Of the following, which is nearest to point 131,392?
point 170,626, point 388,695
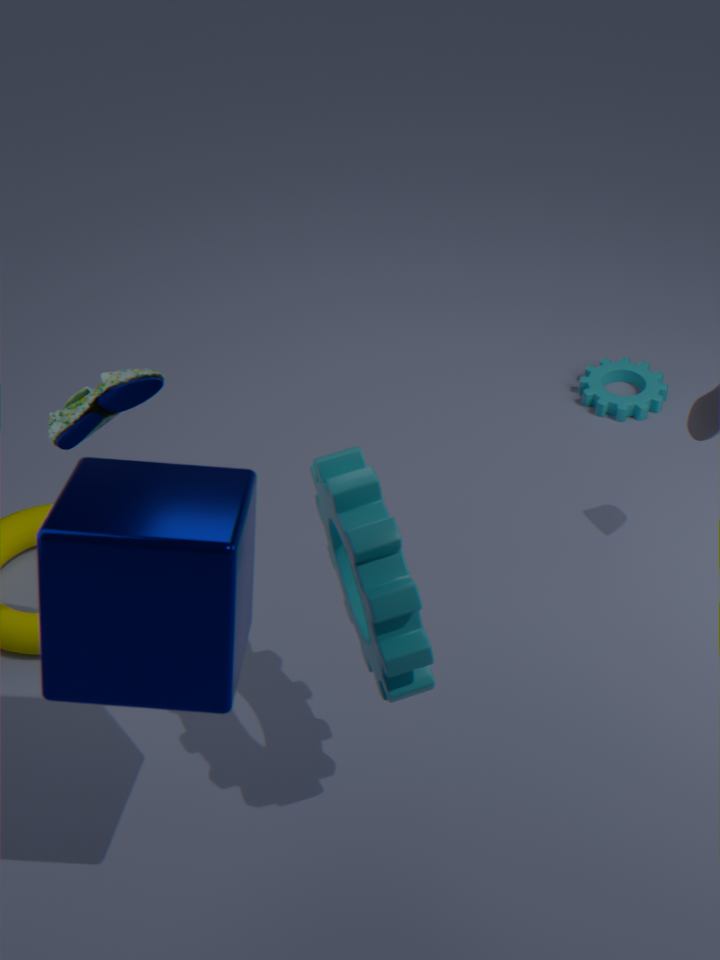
point 170,626
